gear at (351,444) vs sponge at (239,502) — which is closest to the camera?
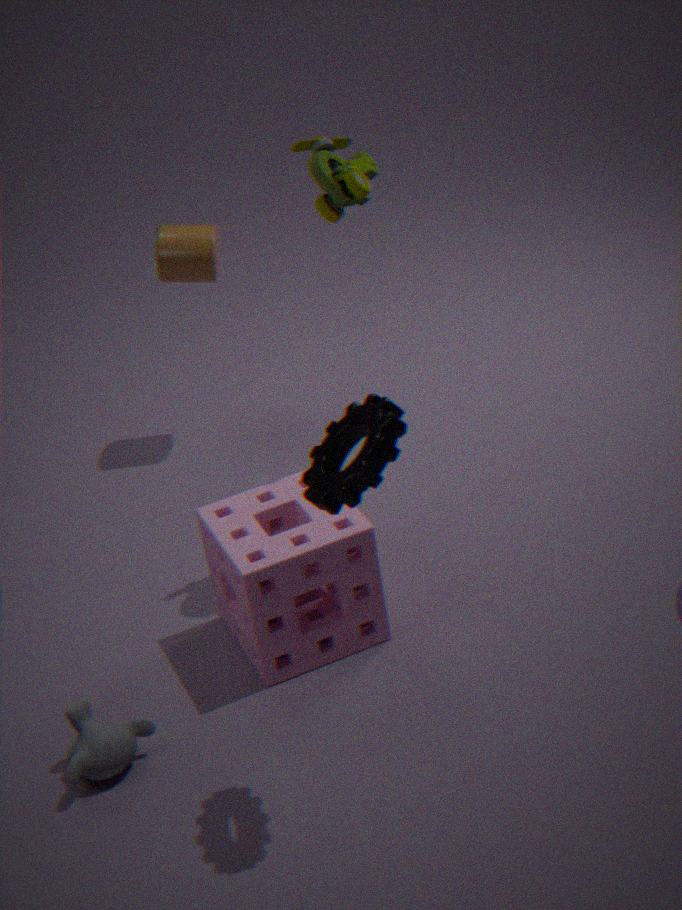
gear at (351,444)
